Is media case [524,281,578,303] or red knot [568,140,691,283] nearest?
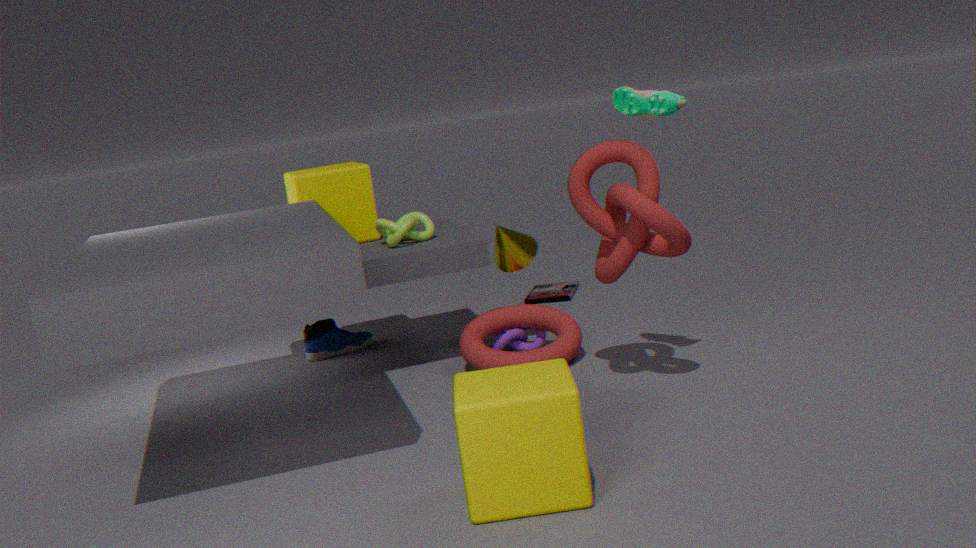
red knot [568,140,691,283]
